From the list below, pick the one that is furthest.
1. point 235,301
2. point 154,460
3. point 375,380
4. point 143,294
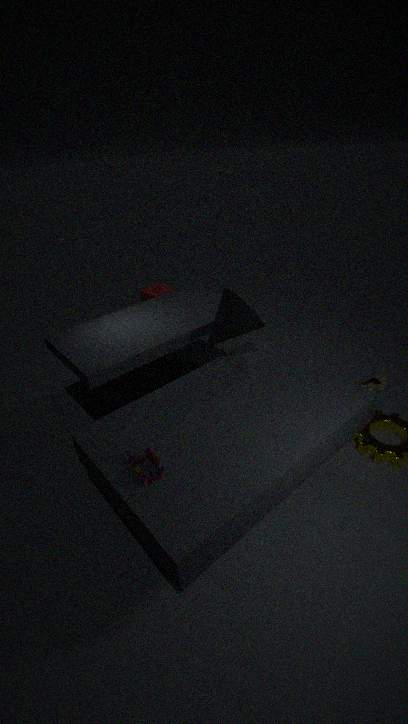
point 143,294
